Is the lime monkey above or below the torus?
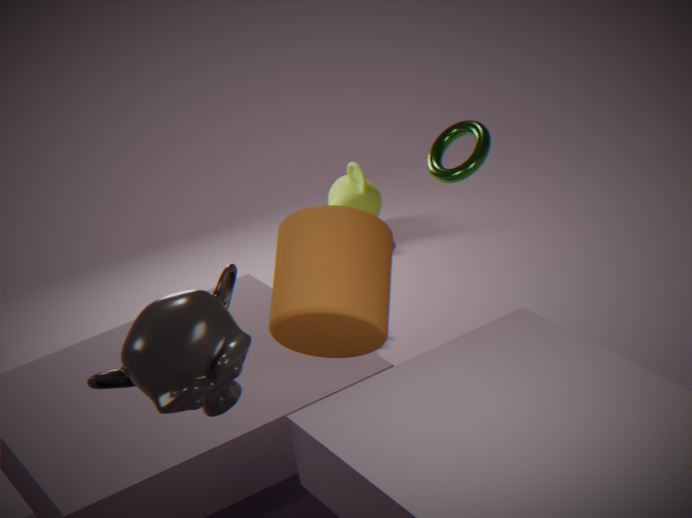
below
